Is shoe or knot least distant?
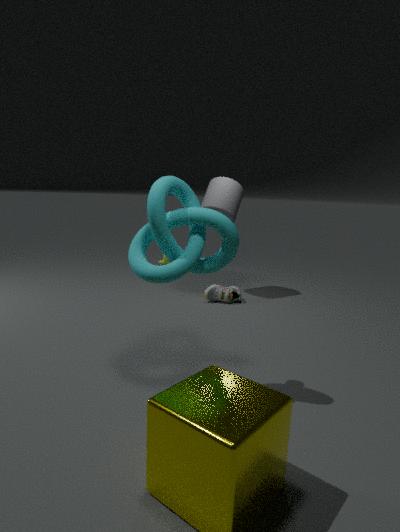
knot
